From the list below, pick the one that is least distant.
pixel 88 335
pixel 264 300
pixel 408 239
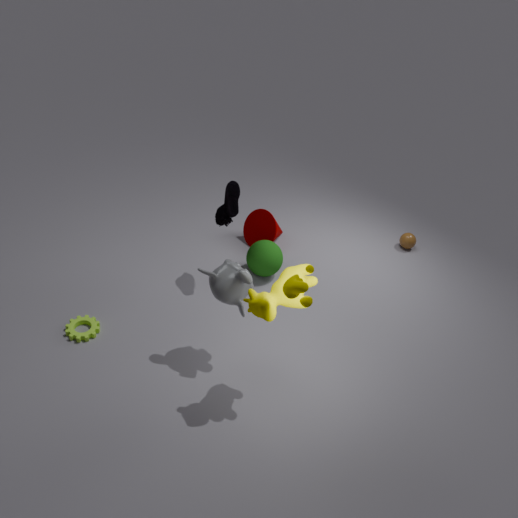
pixel 264 300
